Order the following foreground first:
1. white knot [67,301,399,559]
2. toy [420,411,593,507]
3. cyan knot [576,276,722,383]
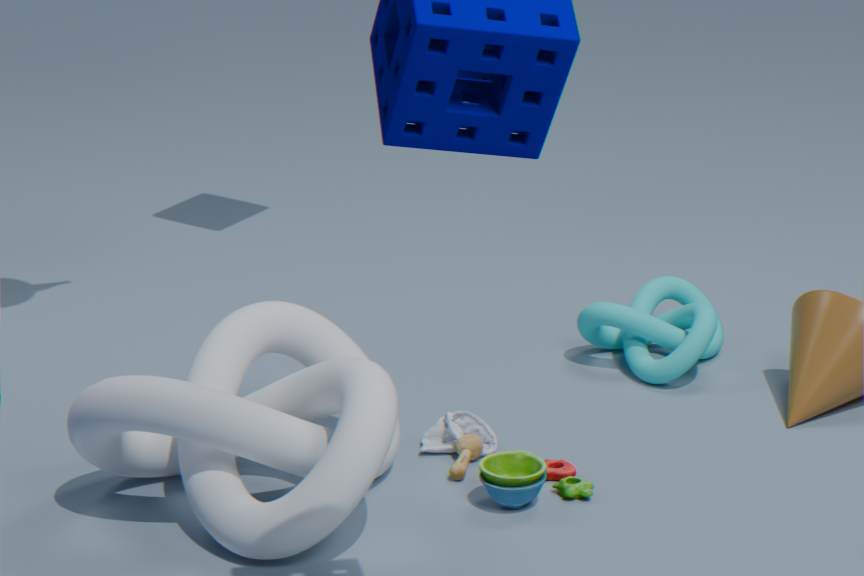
white knot [67,301,399,559], toy [420,411,593,507], cyan knot [576,276,722,383]
